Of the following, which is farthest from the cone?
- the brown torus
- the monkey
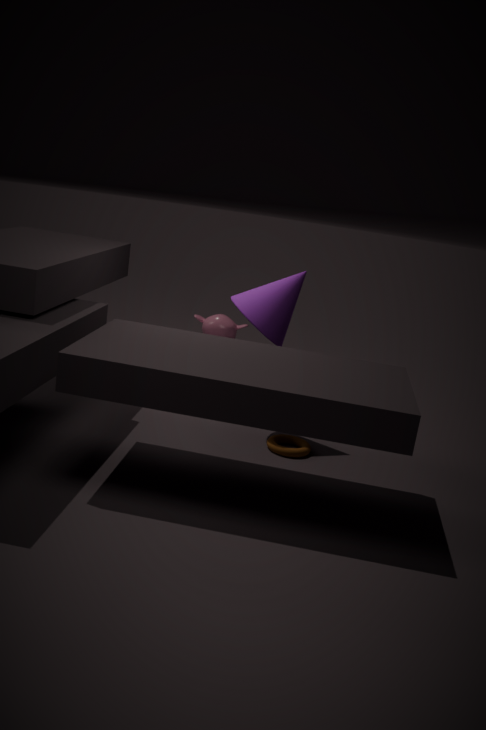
the monkey
